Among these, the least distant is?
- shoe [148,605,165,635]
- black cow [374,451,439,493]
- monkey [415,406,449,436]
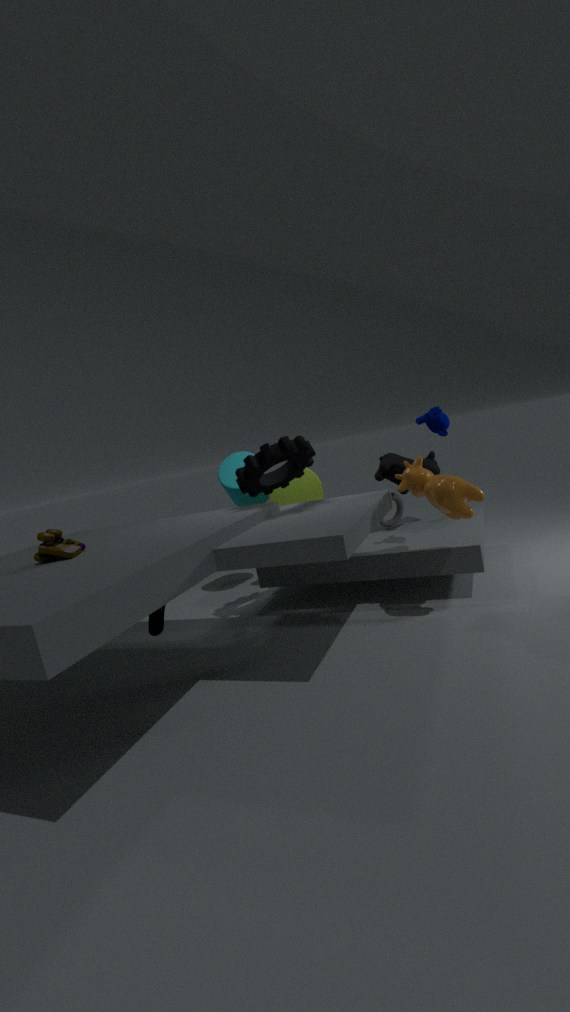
shoe [148,605,165,635]
